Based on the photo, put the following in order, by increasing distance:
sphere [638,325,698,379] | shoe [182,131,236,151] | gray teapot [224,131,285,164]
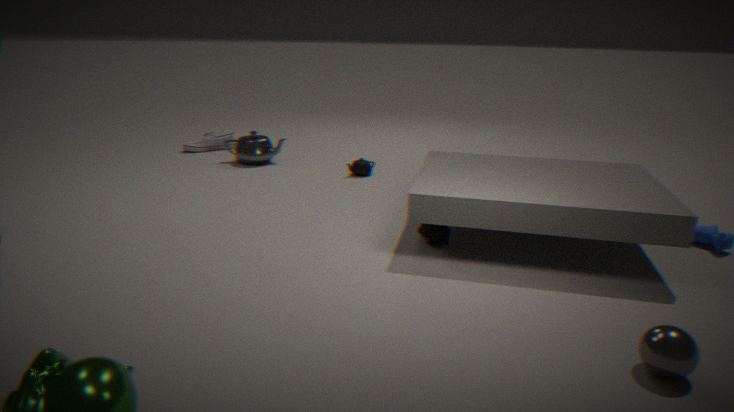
sphere [638,325,698,379] < gray teapot [224,131,285,164] < shoe [182,131,236,151]
